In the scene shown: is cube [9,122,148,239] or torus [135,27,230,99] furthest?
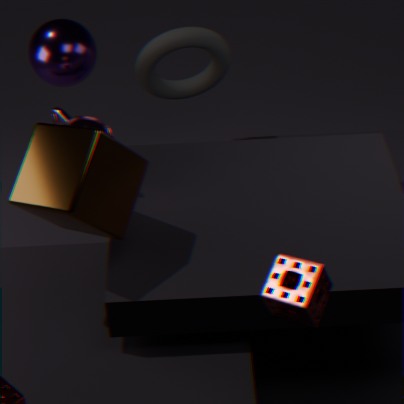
torus [135,27,230,99]
